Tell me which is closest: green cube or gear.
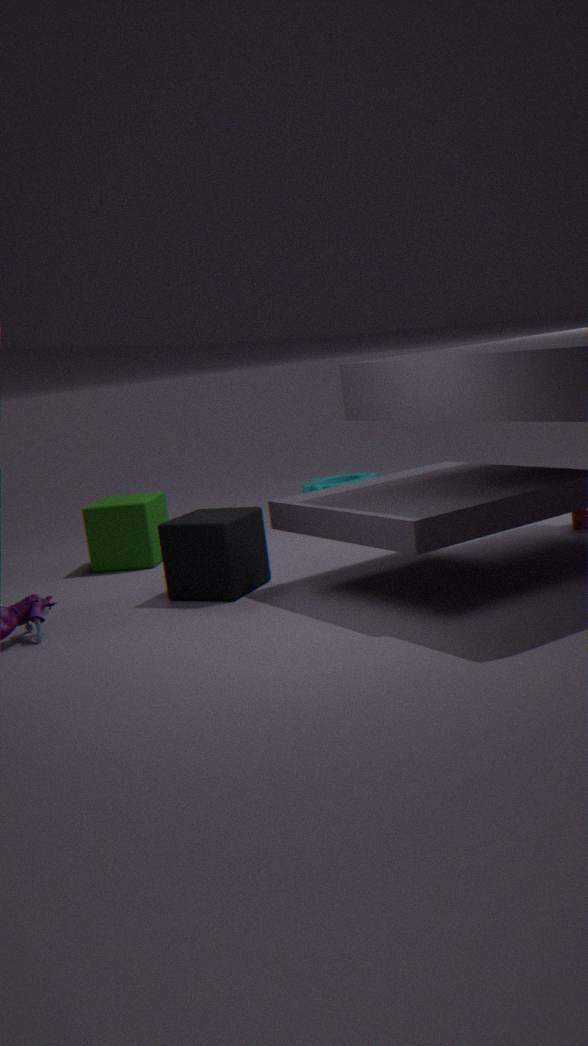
green cube
